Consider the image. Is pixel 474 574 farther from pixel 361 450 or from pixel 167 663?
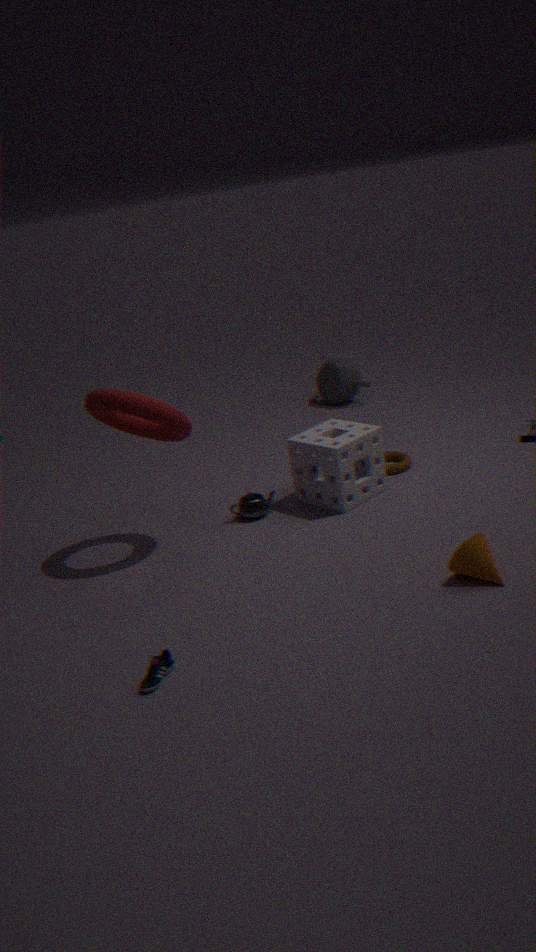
pixel 167 663
